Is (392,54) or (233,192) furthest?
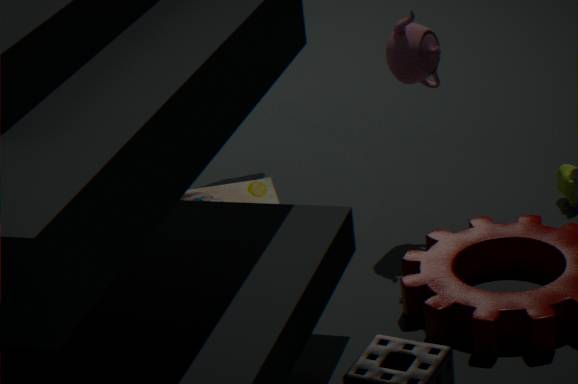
(233,192)
